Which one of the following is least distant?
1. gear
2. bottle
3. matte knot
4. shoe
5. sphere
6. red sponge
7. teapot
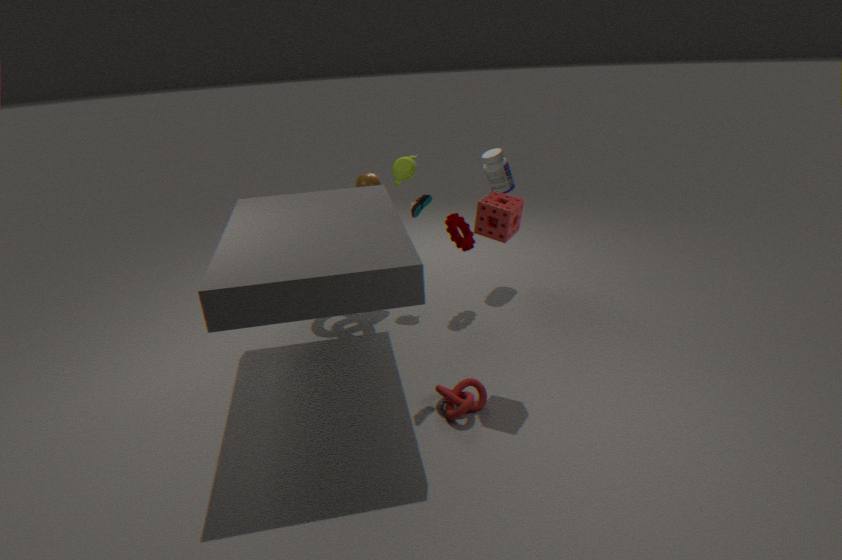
red sponge
